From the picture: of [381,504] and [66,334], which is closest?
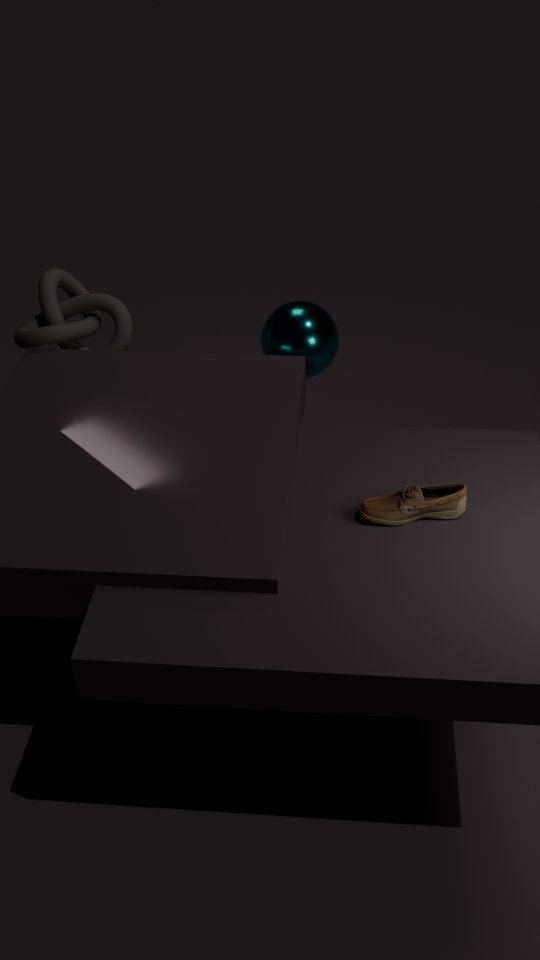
[381,504]
